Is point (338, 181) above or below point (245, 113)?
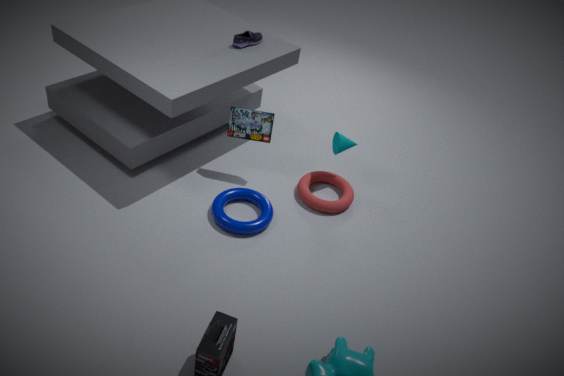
below
